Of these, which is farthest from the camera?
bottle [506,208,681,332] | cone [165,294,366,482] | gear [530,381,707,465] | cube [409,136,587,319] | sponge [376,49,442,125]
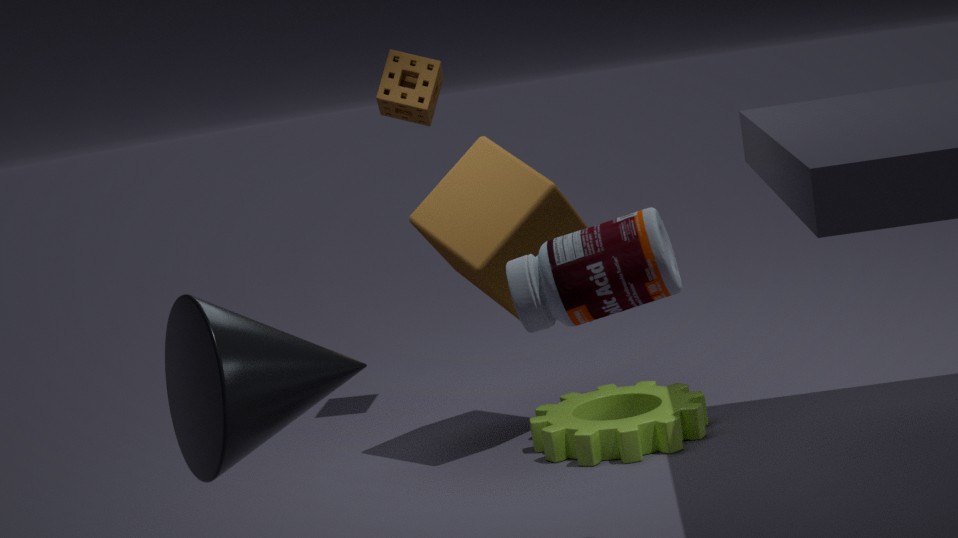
sponge [376,49,442,125]
